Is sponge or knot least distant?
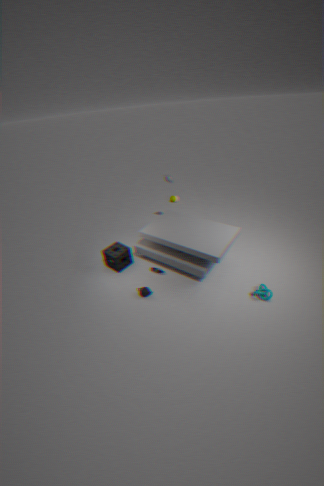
knot
